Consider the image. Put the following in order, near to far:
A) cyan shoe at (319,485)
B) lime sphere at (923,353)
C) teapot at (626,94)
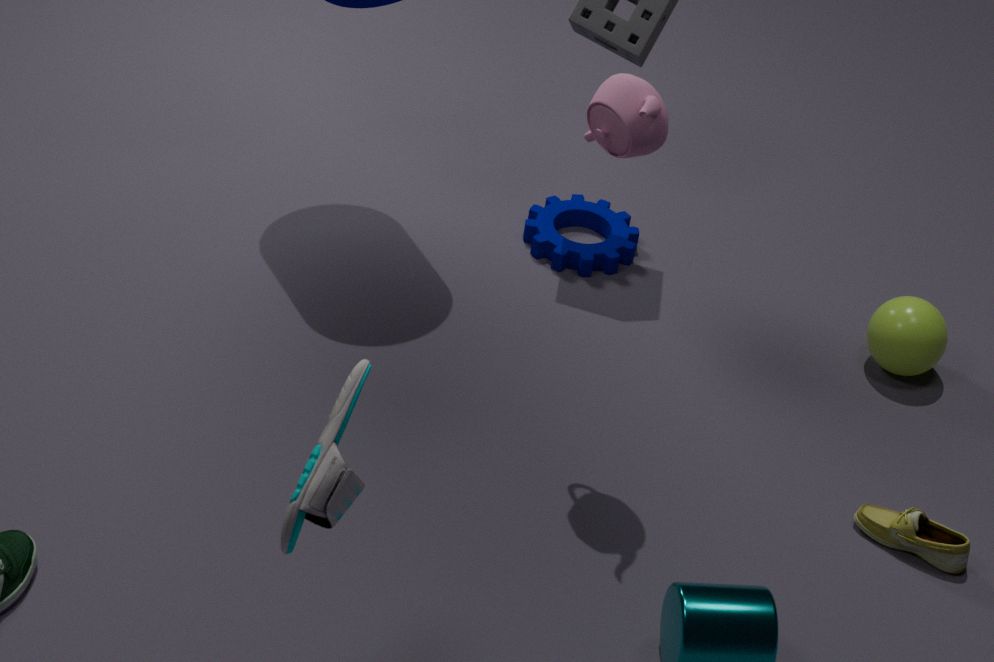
1. cyan shoe at (319,485)
2. teapot at (626,94)
3. lime sphere at (923,353)
